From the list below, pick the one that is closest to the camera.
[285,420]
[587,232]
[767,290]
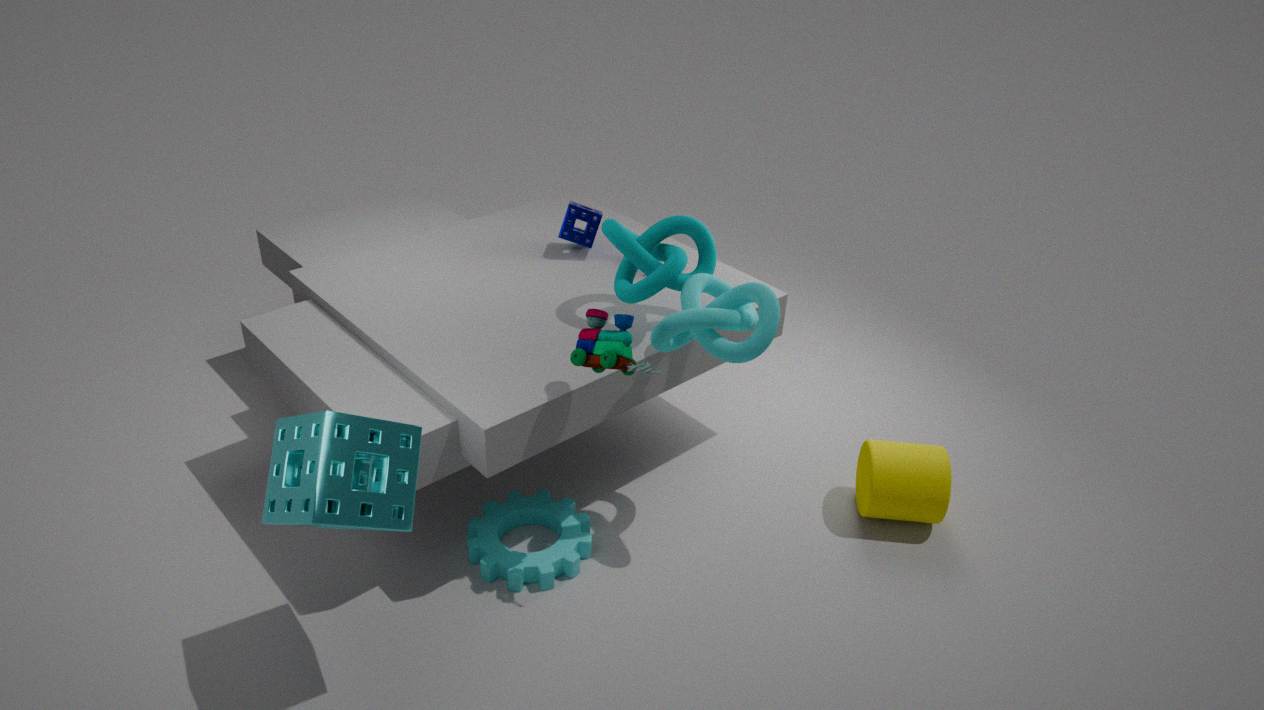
[285,420]
